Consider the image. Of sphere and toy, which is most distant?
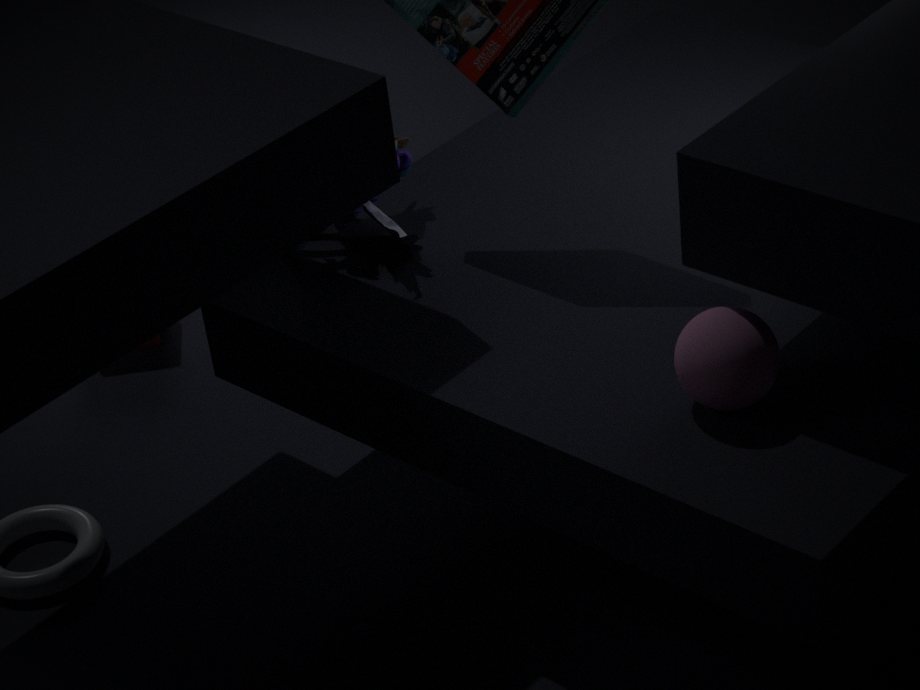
toy
